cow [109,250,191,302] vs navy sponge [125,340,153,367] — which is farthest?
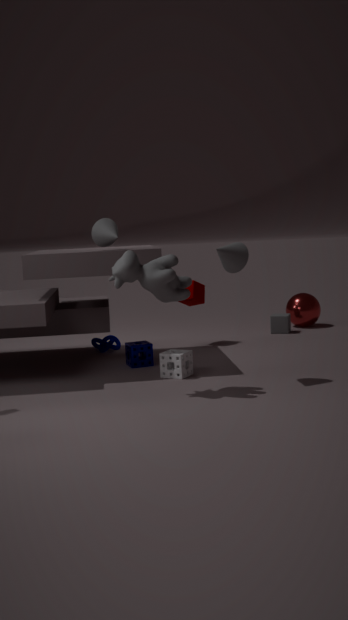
navy sponge [125,340,153,367]
